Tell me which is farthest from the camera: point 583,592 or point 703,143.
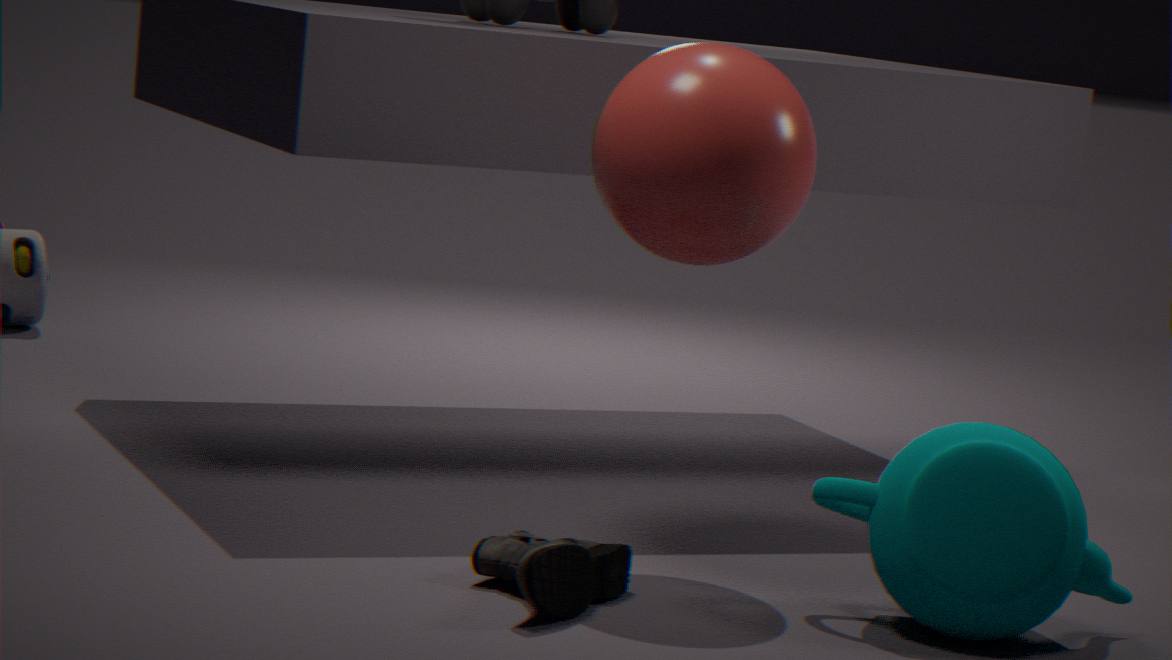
point 703,143
